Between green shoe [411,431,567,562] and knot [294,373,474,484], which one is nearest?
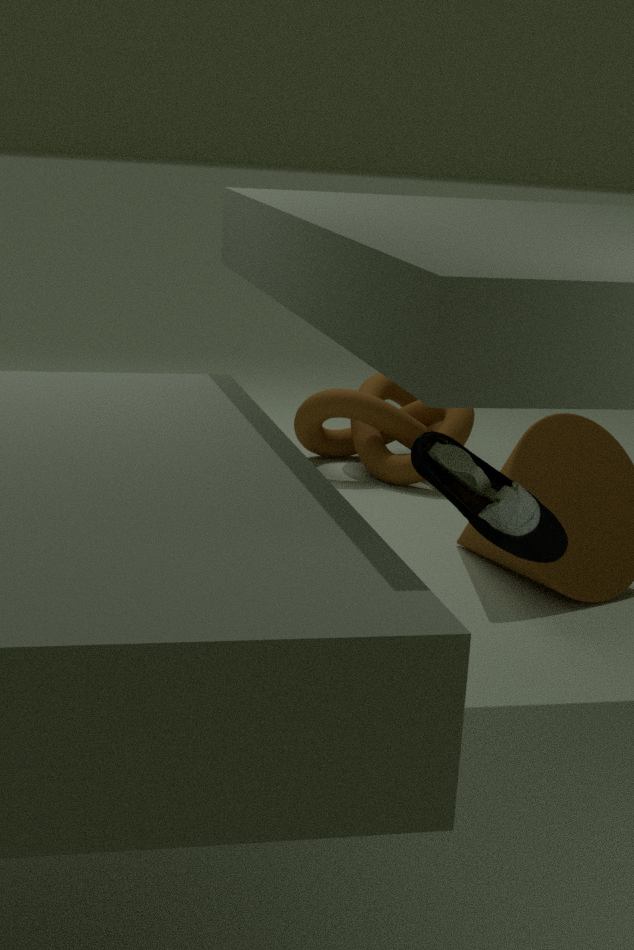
green shoe [411,431,567,562]
